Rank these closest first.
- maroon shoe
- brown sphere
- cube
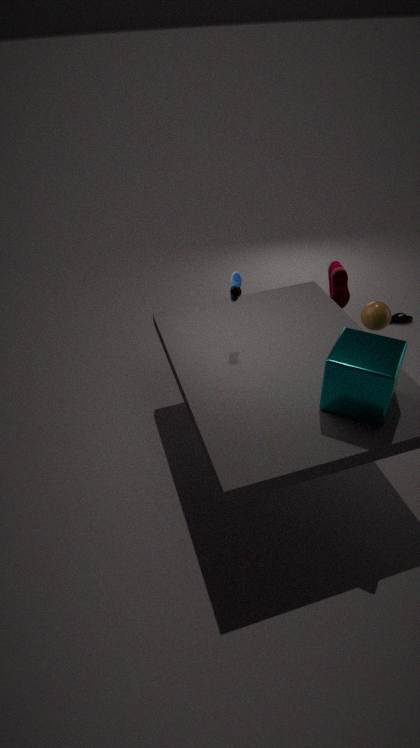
cube < brown sphere < maroon shoe
